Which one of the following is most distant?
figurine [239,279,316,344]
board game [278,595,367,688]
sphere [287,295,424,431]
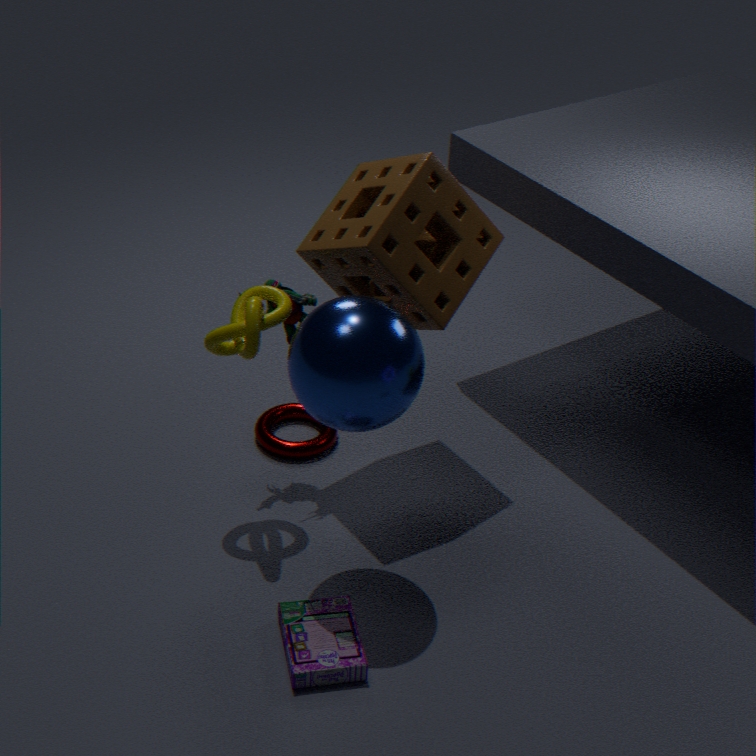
figurine [239,279,316,344]
